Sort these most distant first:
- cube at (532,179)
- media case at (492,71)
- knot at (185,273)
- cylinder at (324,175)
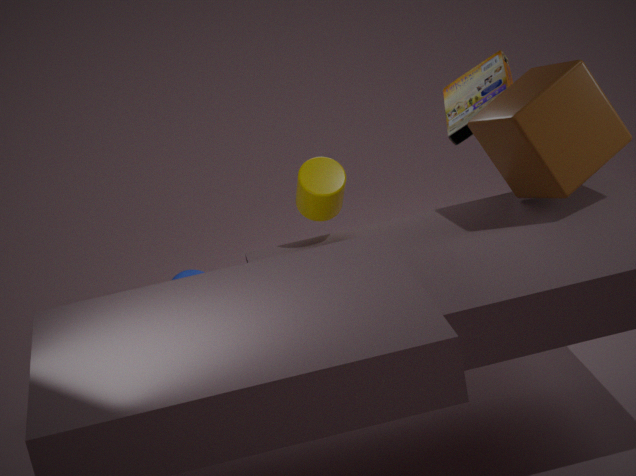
Result: 1. knot at (185,273)
2. media case at (492,71)
3. cylinder at (324,175)
4. cube at (532,179)
